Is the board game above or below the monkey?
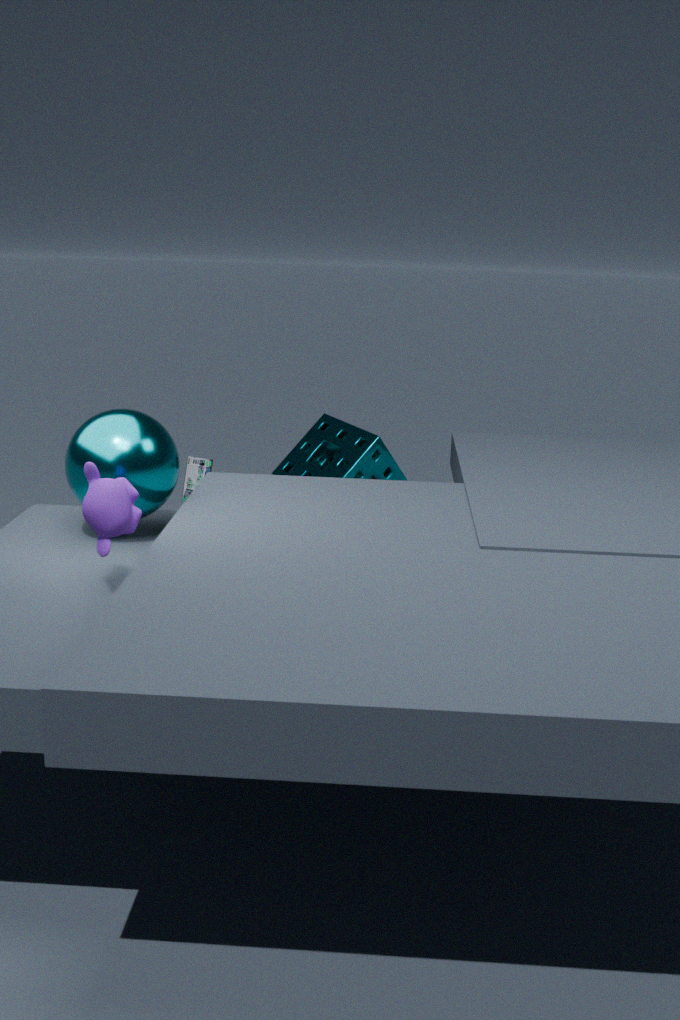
below
